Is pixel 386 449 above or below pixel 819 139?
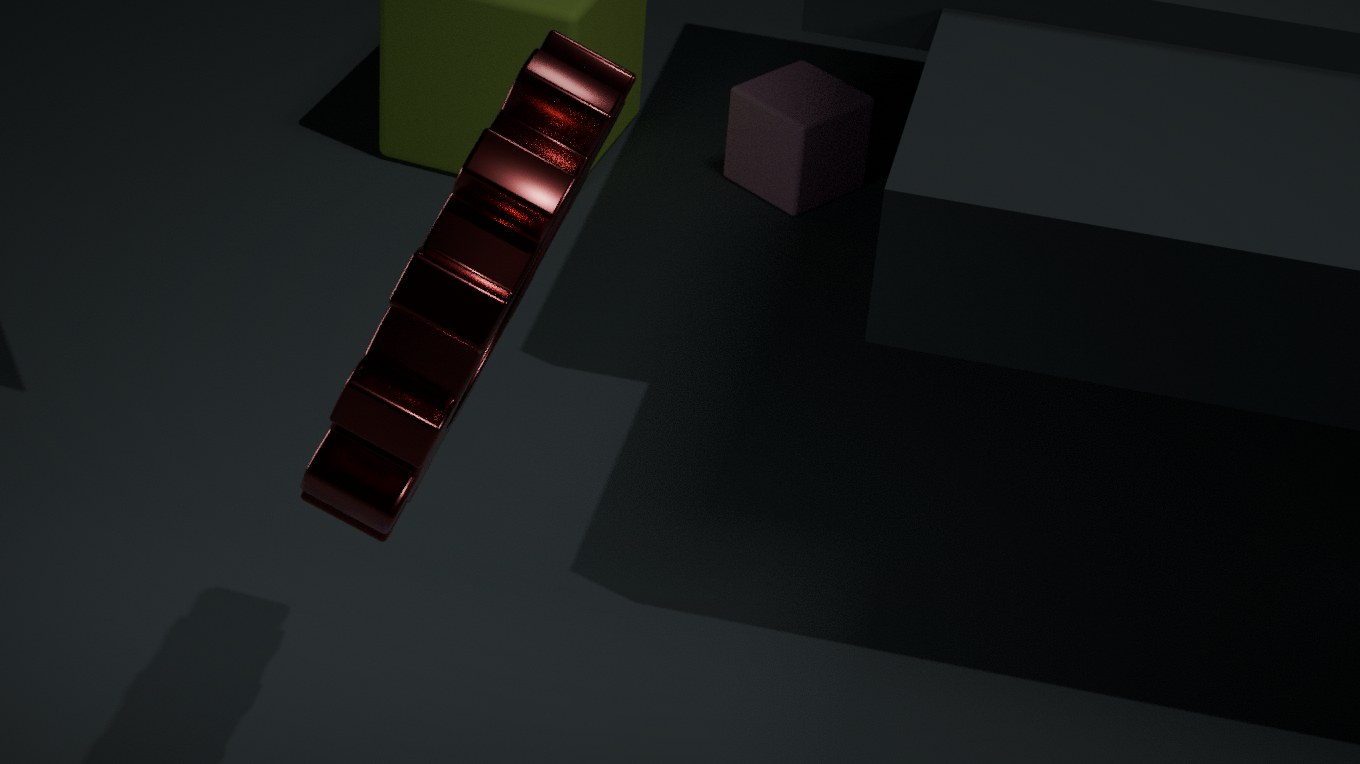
above
